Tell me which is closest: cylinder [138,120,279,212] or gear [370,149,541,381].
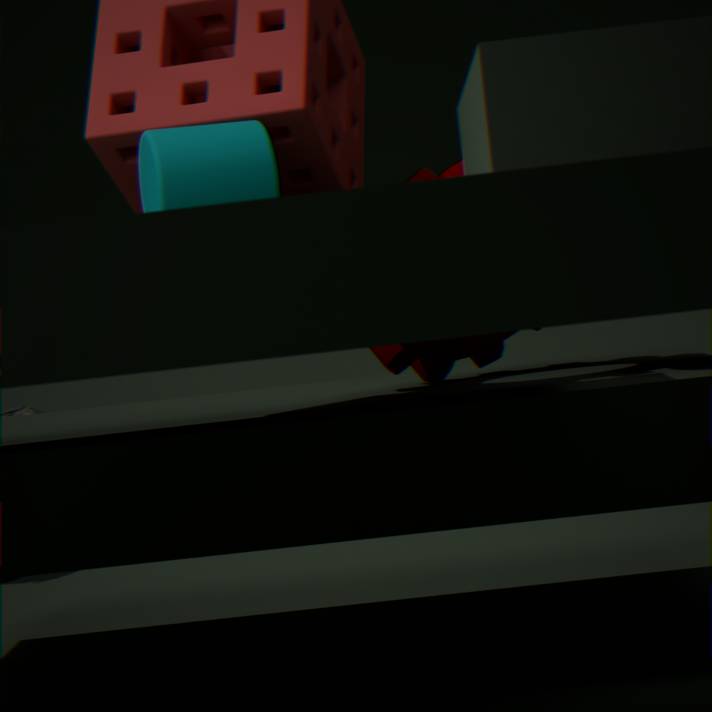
cylinder [138,120,279,212]
